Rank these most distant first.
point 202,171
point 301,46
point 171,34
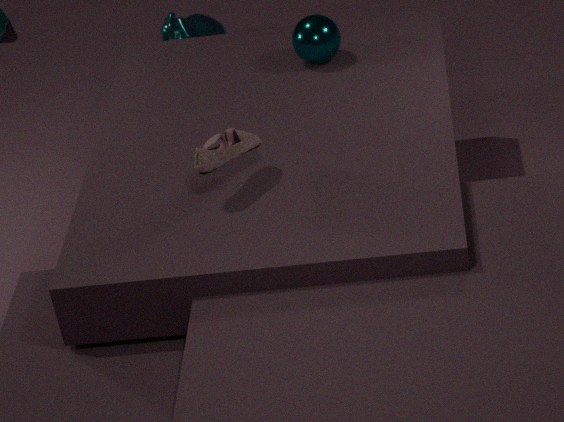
point 171,34 < point 301,46 < point 202,171
